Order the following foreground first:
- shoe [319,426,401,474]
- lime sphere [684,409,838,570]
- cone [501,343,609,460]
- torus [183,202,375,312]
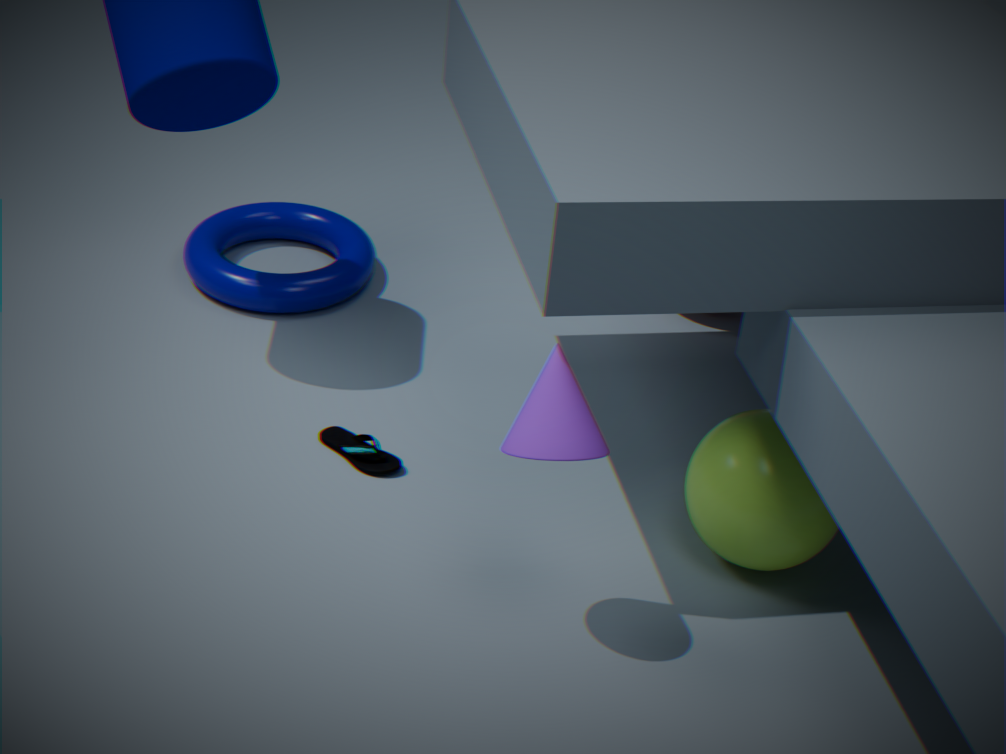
cone [501,343,609,460] < lime sphere [684,409,838,570] < shoe [319,426,401,474] < torus [183,202,375,312]
